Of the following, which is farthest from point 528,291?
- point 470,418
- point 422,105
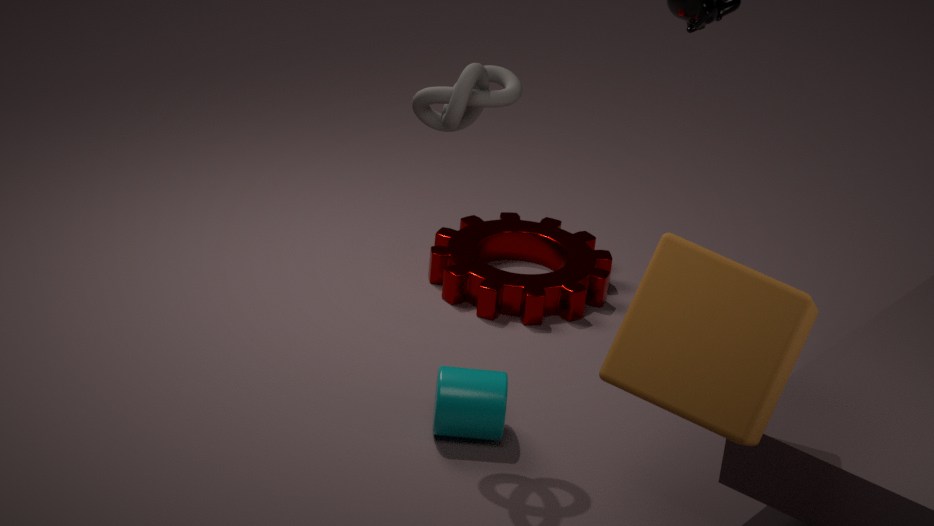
point 422,105
